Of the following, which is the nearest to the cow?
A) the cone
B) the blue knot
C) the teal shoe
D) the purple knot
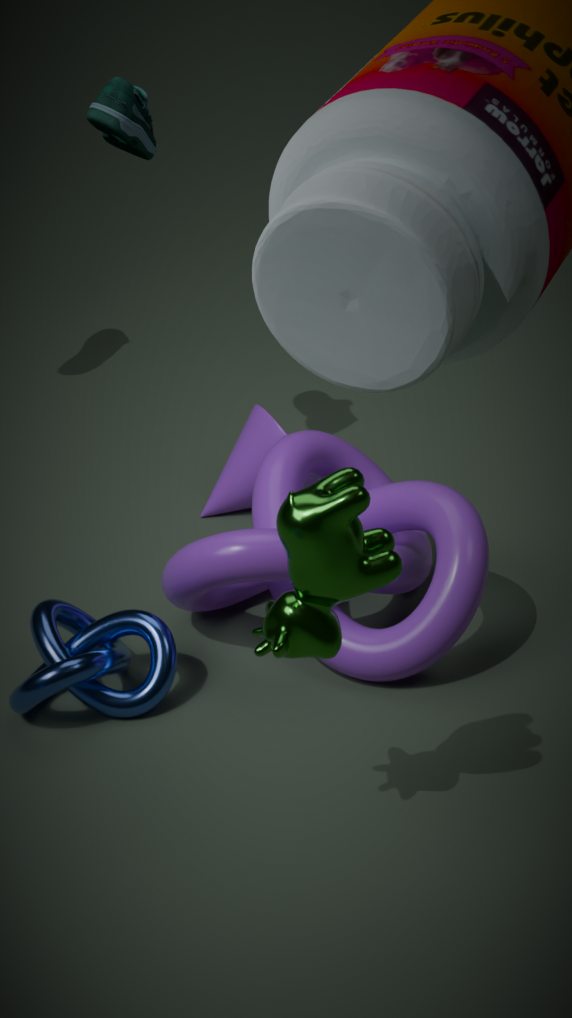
the purple knot
